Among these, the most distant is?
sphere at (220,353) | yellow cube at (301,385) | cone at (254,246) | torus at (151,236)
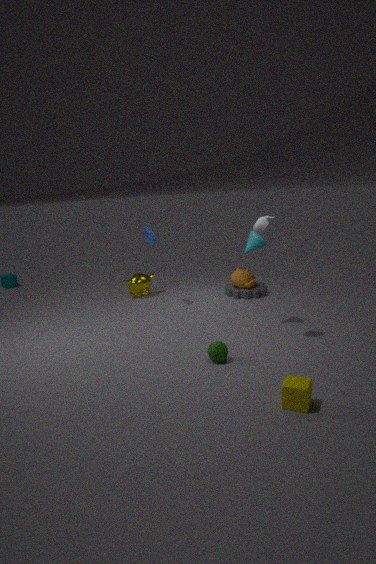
torus at (151,236)
